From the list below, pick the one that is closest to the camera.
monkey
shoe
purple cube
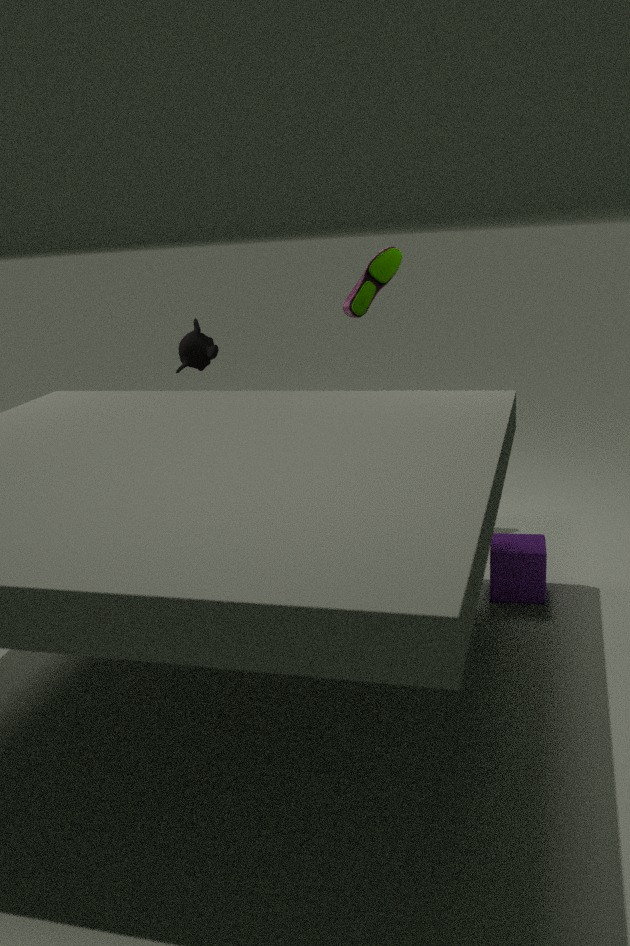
purple cube
